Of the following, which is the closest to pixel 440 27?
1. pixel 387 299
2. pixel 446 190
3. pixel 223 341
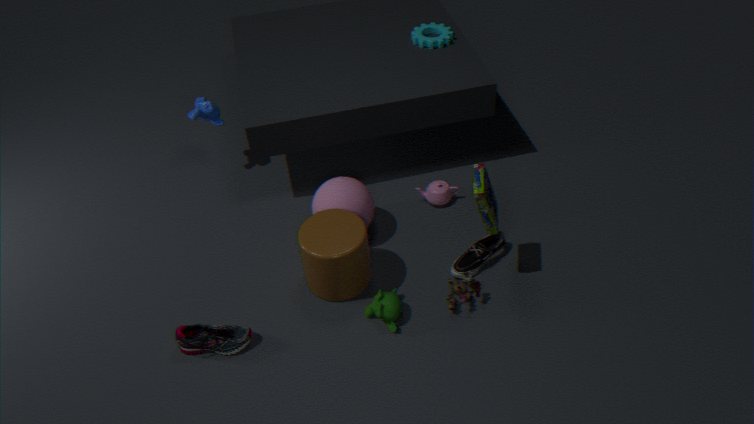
pixel 446 190
